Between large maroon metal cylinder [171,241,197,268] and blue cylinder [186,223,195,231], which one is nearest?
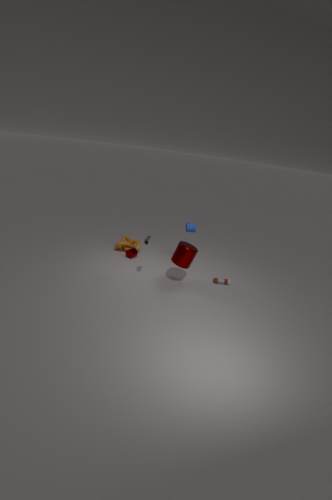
large maroon metal cylinder [171,241,197,268]
